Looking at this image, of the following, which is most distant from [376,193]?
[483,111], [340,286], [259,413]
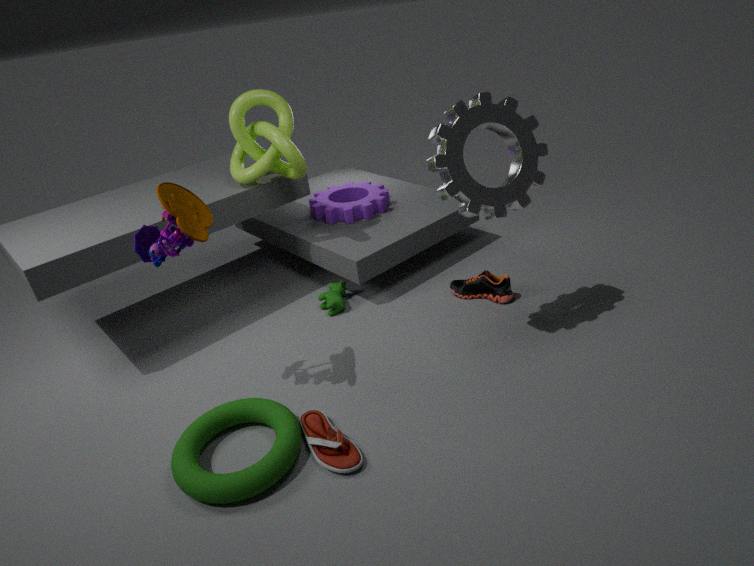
[259,413]
